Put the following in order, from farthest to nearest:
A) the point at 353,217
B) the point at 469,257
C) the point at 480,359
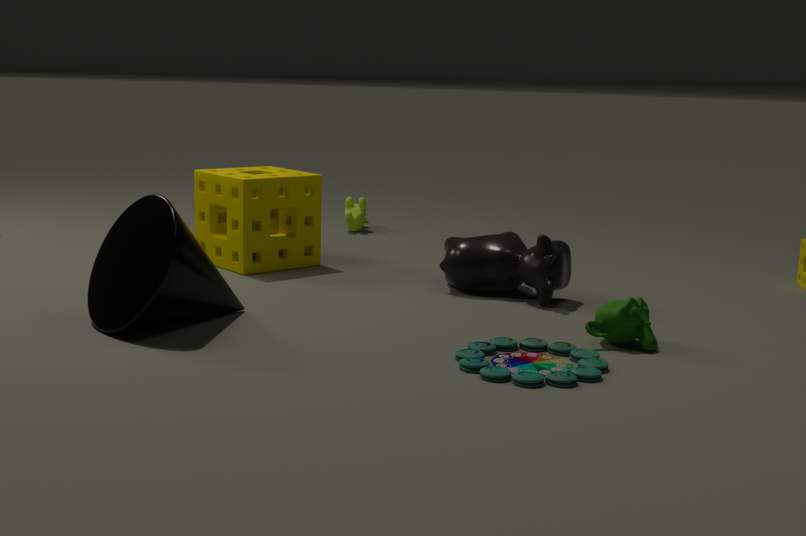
1. the point at 353,217
2. the point at 469,257
3. the point at 480,359
